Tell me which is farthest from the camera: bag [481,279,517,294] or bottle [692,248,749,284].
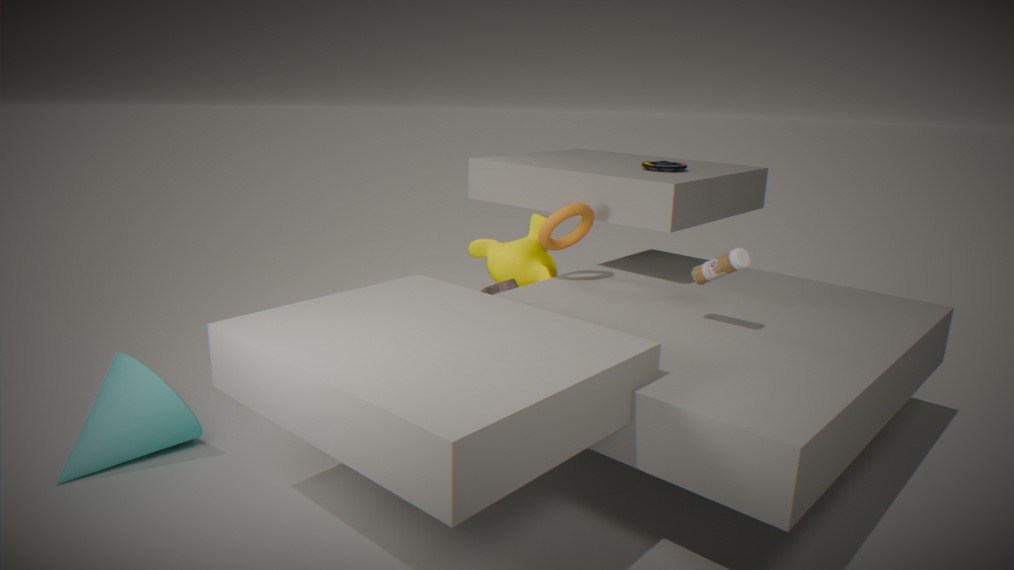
bag [481,279,517,294]
